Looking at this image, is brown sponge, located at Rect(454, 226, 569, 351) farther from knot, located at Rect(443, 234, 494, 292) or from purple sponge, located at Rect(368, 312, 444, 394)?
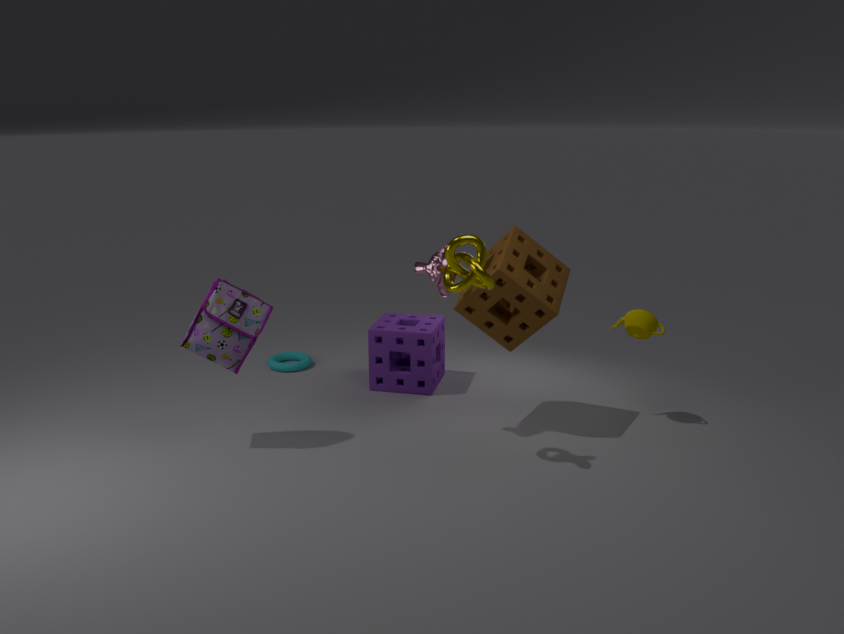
purple sponge, located at Rect(368, 312, 444, 394)
